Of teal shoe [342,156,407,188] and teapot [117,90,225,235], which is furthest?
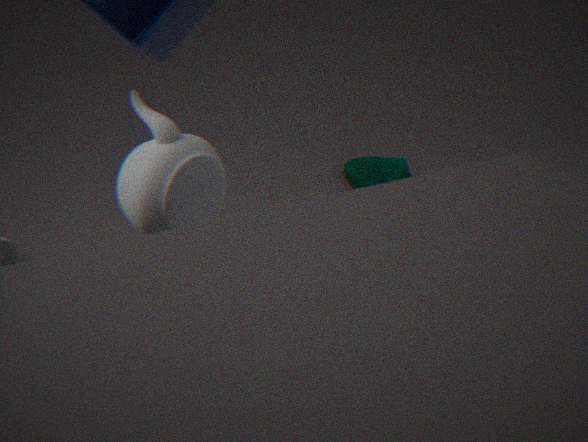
teal shoe [342,156,407,188]
